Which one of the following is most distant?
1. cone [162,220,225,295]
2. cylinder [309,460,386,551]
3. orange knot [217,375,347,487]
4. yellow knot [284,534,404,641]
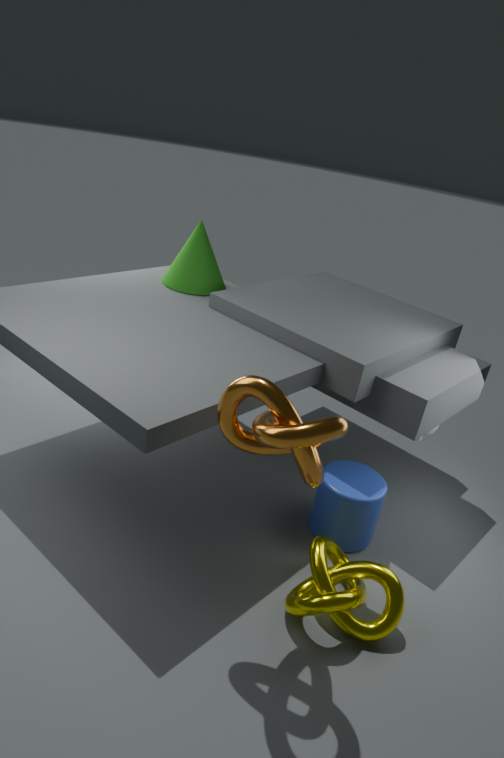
cone [162,220,225,295]
